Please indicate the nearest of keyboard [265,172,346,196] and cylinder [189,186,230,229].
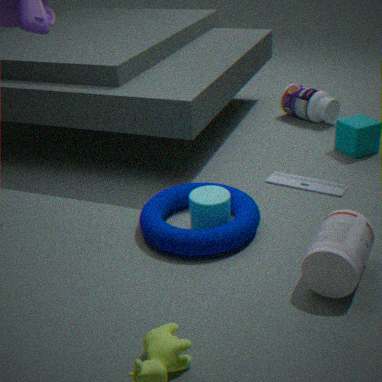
cylinder [189,186,230,229]
